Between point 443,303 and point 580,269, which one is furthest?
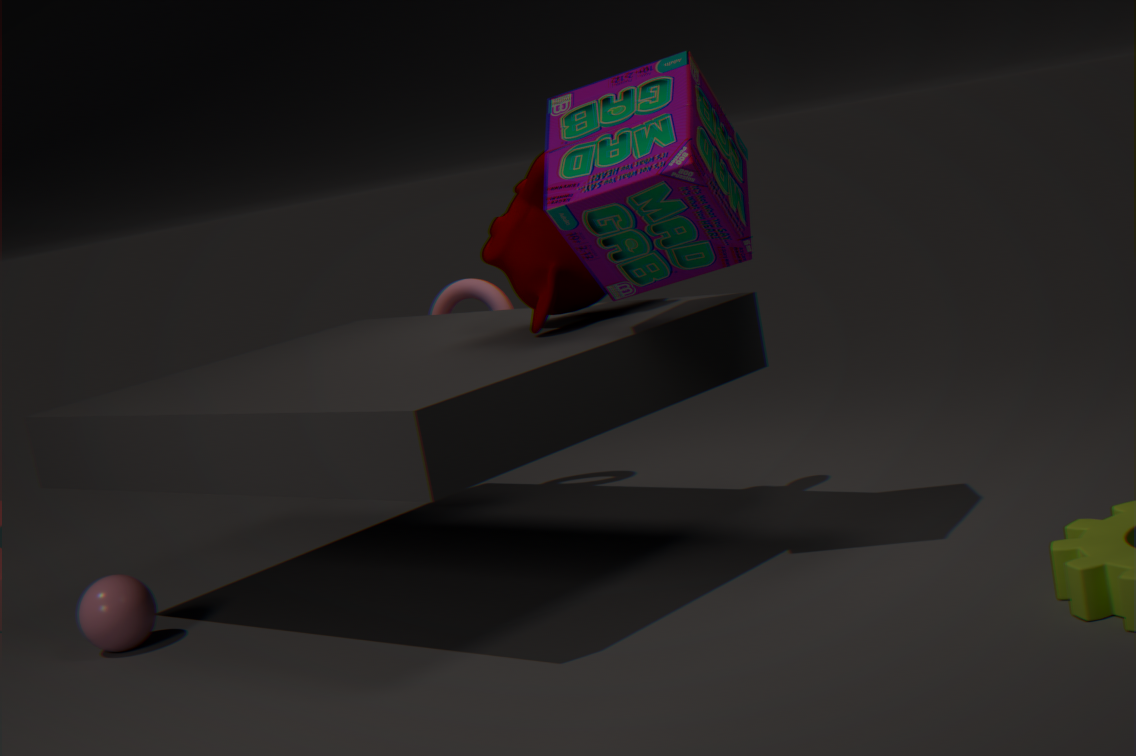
point 443,303
